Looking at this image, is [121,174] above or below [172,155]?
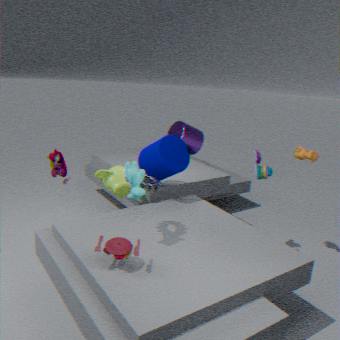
below
